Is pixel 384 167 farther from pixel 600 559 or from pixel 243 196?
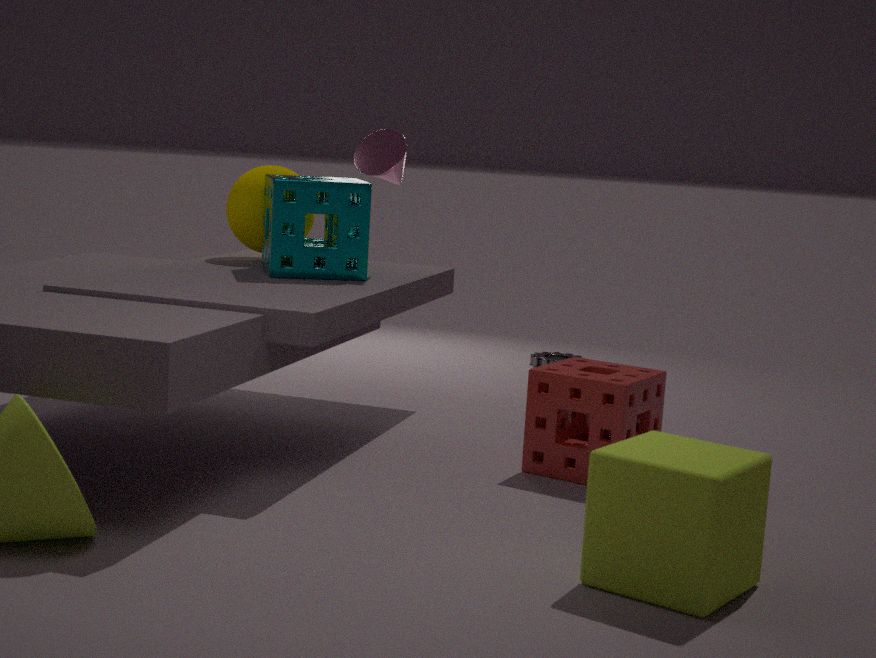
pixel 600 559
